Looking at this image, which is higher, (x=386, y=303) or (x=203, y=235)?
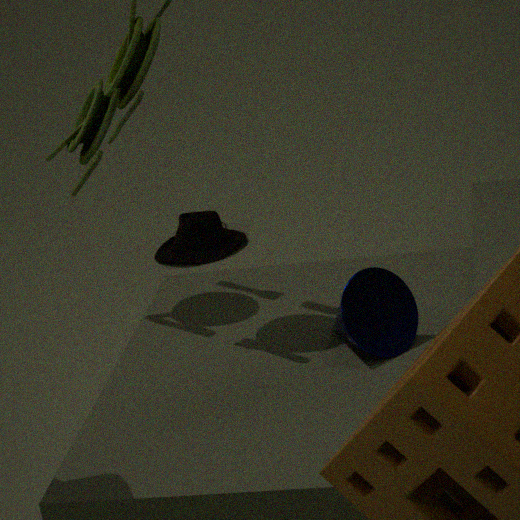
(x=386, y=303)
